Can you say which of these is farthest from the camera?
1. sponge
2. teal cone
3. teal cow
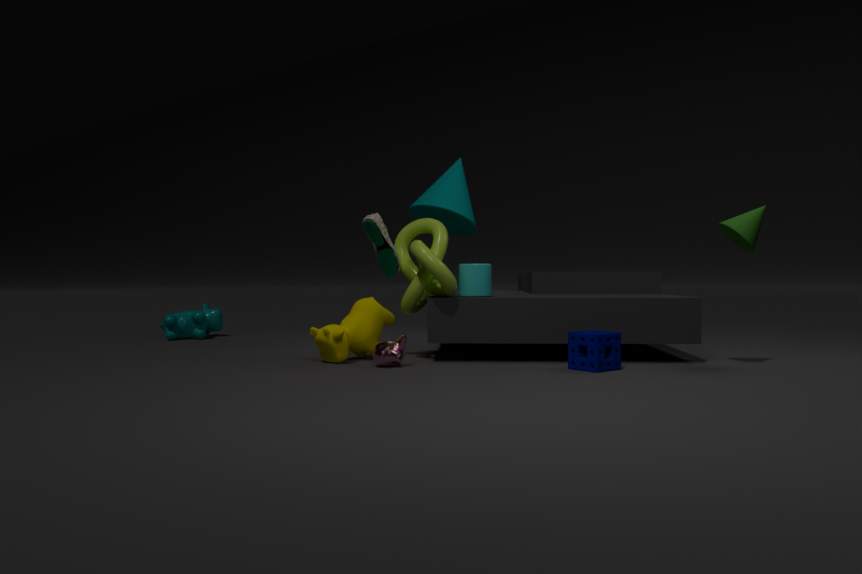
teal cow
